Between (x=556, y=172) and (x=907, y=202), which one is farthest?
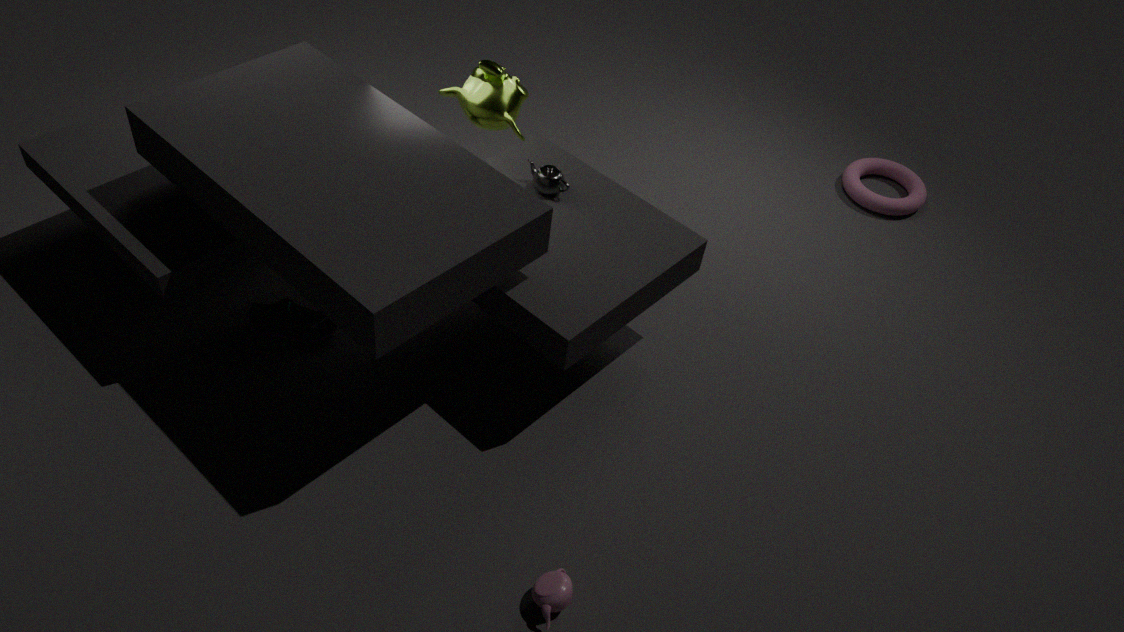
(x=907, y=202)
